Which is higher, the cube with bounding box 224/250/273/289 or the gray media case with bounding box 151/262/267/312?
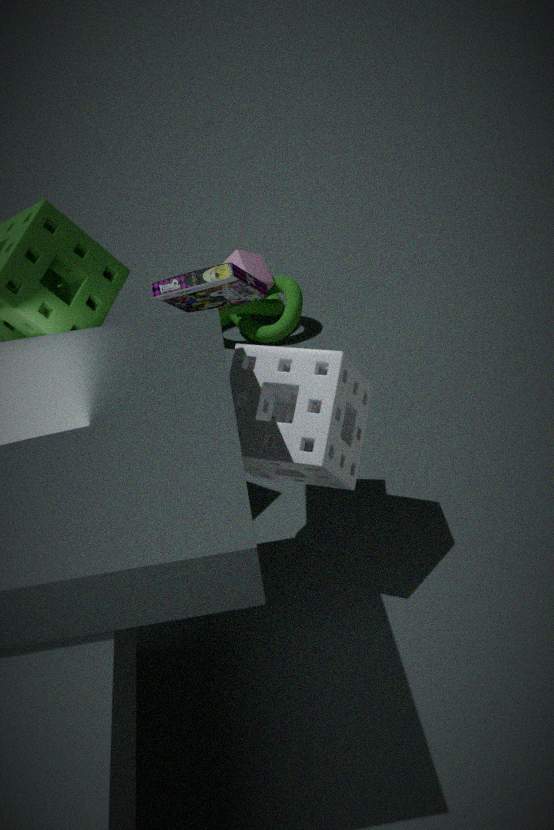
the gray media case with bounding box 151/262/267/312
